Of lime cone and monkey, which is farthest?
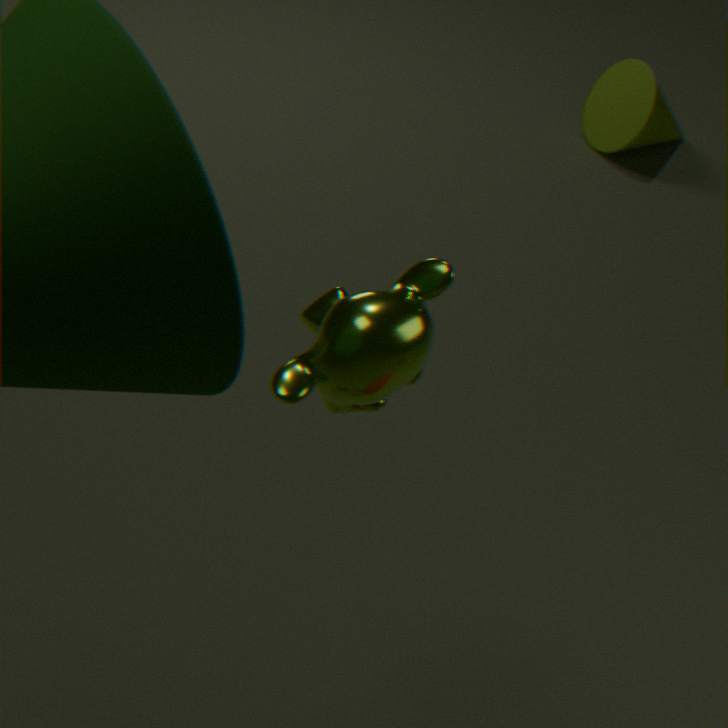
lime cone
